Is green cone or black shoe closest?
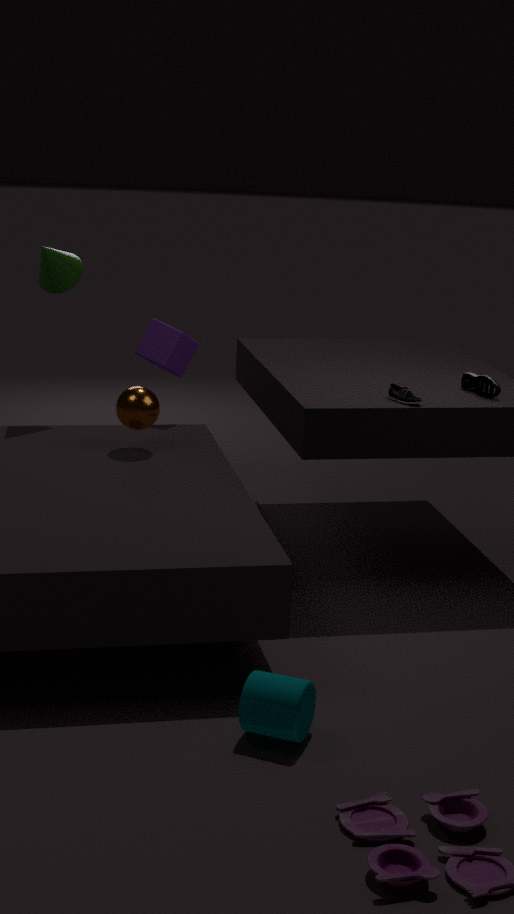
black shoe
